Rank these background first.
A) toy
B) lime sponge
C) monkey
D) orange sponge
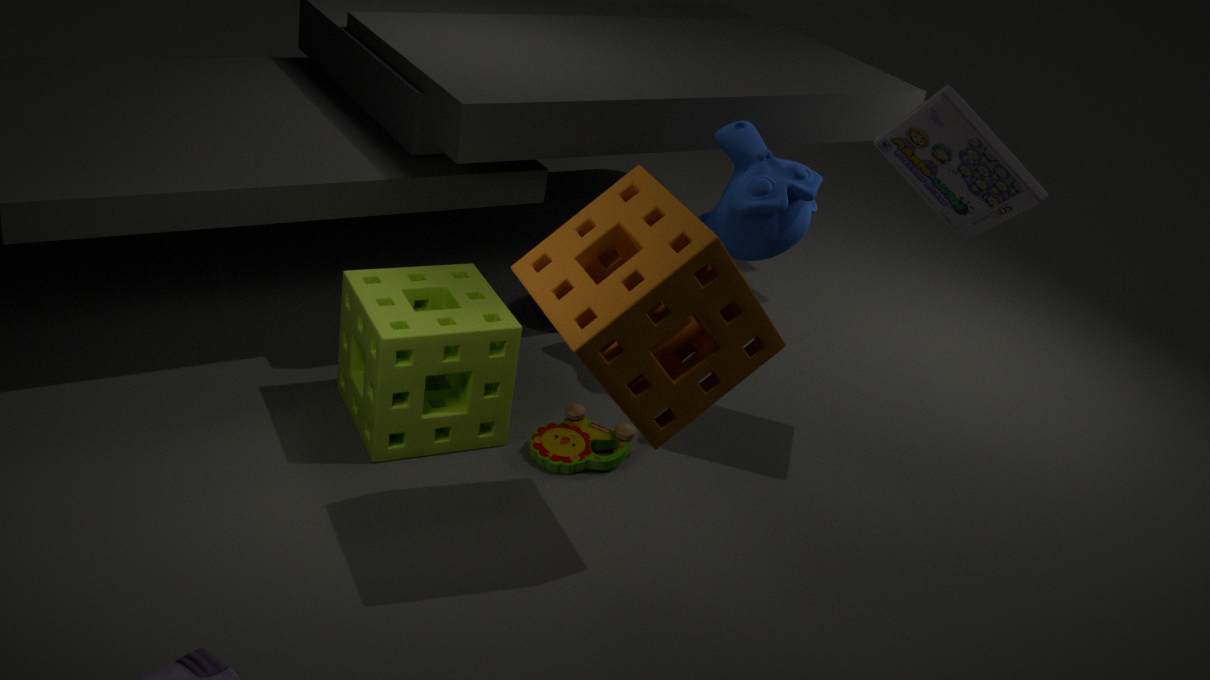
monkey, toy, lime sponge, orange sponge
